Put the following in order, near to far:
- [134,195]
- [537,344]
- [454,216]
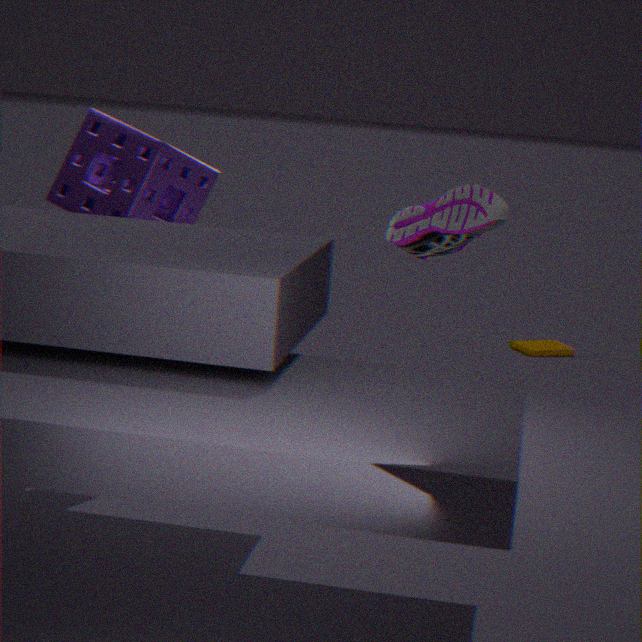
[134,195]
[454,216]
[537,344]
